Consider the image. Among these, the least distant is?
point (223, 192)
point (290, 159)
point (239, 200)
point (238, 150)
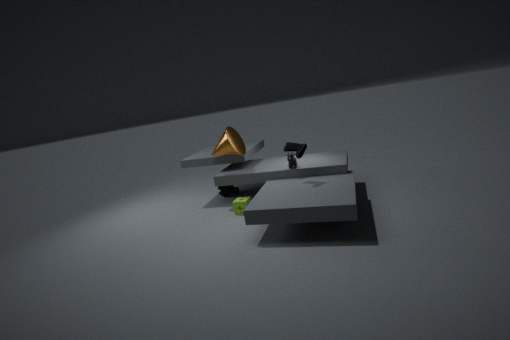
point (290, 159)
